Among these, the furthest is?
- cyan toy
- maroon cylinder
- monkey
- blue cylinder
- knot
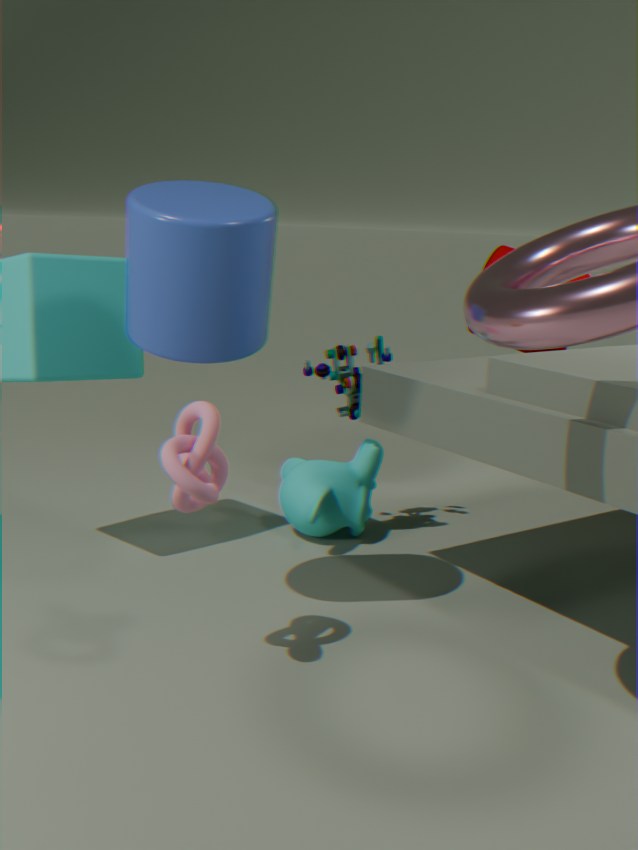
maroon cylinder
